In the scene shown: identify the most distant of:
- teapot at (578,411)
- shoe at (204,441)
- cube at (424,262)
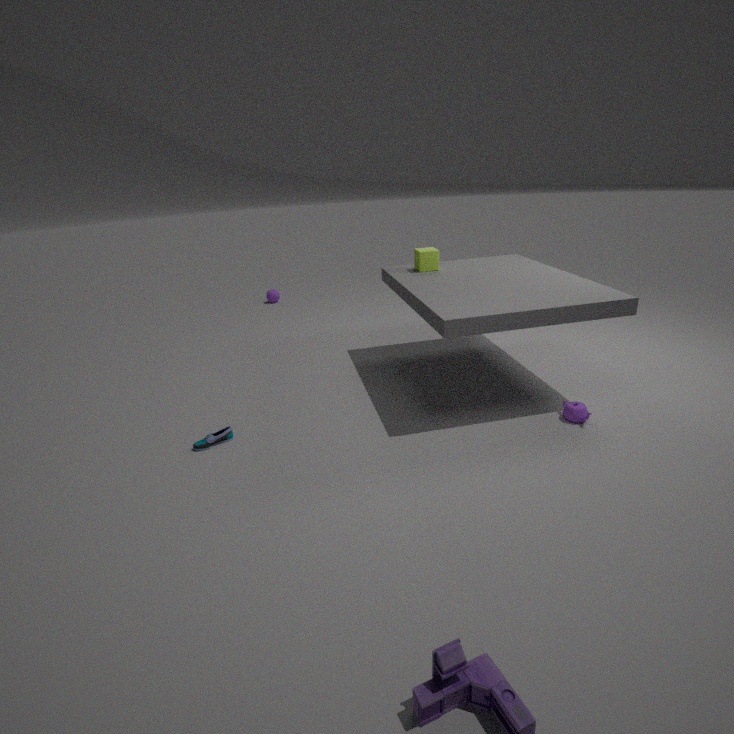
cube at (424,262)
